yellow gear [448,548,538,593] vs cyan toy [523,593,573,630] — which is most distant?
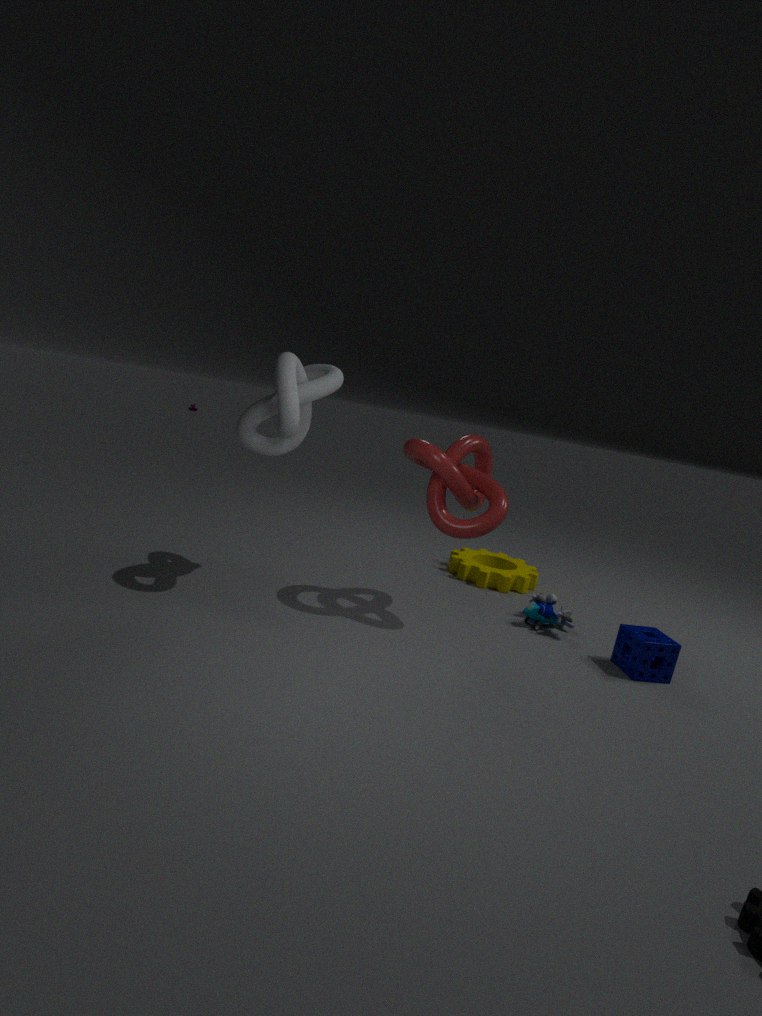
yellow gear [448,548,538,593]
